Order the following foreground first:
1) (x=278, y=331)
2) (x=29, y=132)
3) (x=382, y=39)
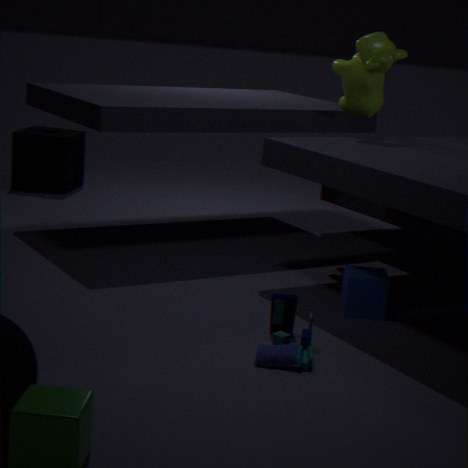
1. (x=278, y=331), 3. (x=382, y=39), 2. (x=29, y=132)
